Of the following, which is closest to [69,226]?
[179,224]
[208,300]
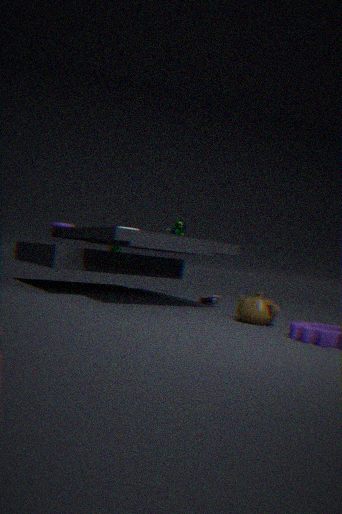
[179,224]
